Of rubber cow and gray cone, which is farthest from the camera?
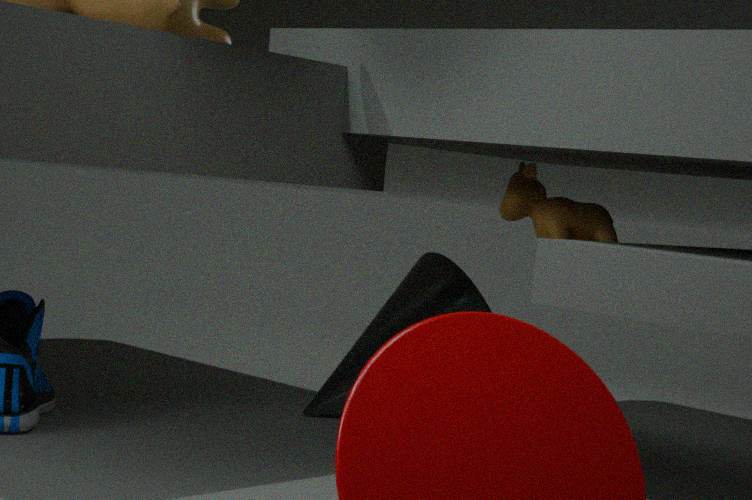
gray cone
